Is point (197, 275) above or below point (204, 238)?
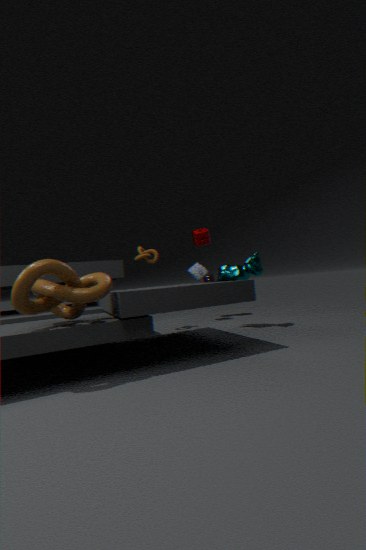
below
